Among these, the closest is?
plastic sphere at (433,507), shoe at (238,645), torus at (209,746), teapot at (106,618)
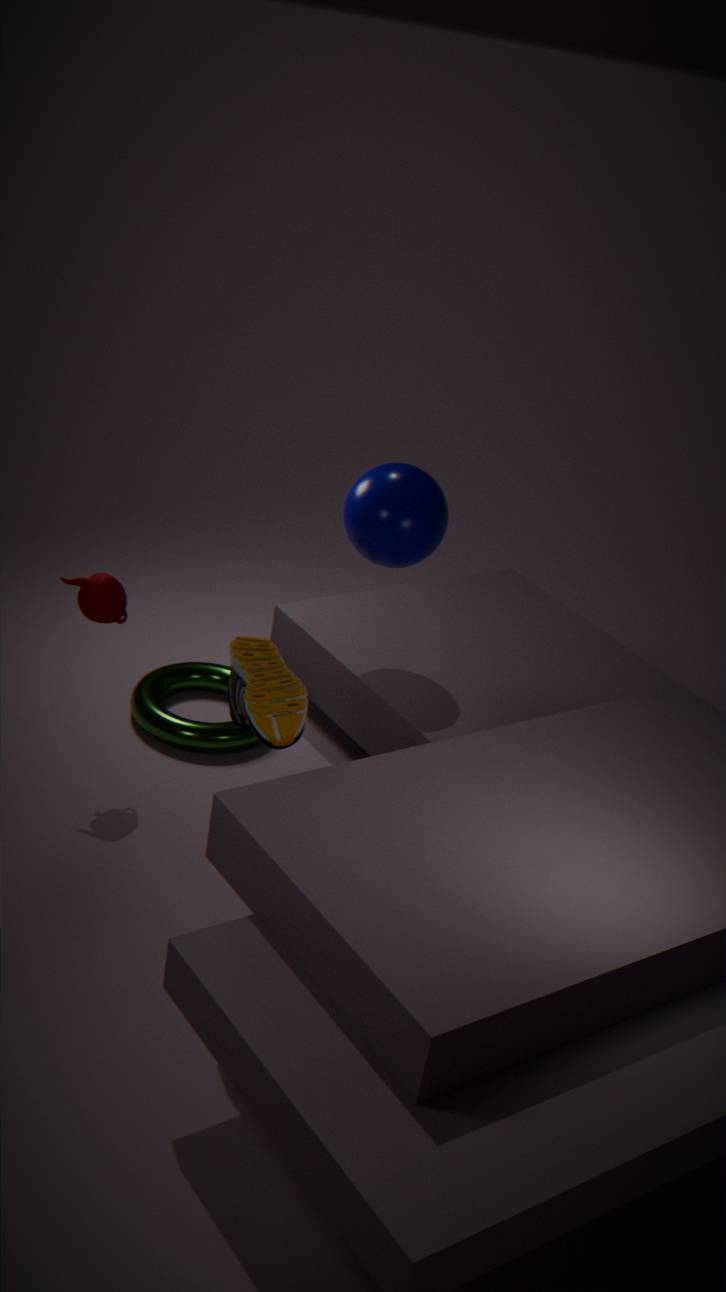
shoe at (238,645)
